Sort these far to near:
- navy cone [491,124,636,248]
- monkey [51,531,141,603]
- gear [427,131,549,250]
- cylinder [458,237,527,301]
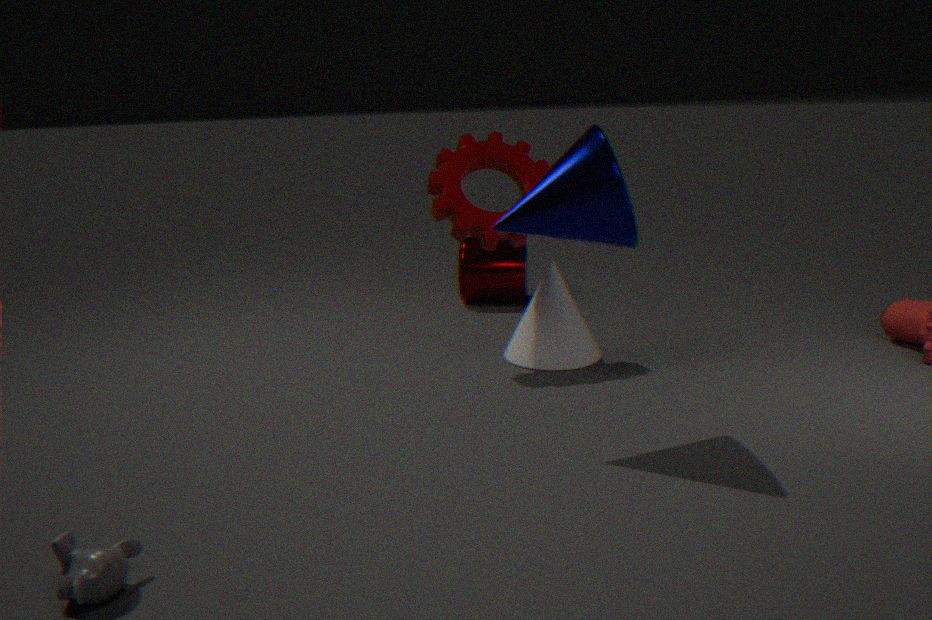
1. cylinder [458,237,527,301]
2. gear [427,131,549,250]
3. navy cone [491,124,636,248]
4. monkey [51,531,141,603]
